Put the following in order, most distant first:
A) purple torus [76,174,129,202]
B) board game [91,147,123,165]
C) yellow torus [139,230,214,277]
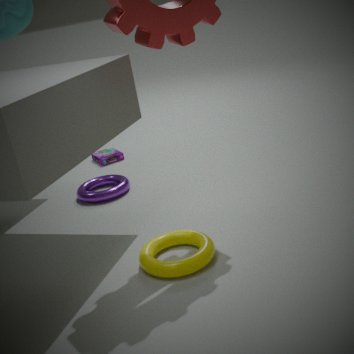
1. board game [91,147,123,165]
2. purple torus [76,174,129,202]
3. yellow torus [139,230,214,277]
